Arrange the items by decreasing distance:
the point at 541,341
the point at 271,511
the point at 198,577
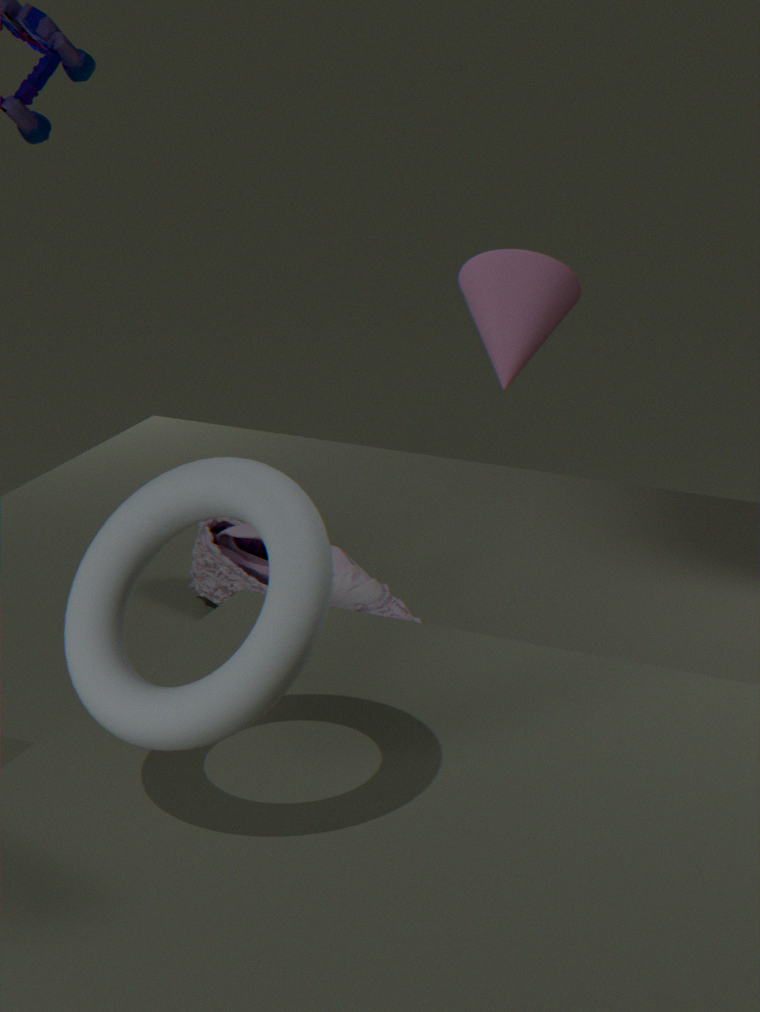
the point at 541,341
the point at 198,577
the point at 271,511
